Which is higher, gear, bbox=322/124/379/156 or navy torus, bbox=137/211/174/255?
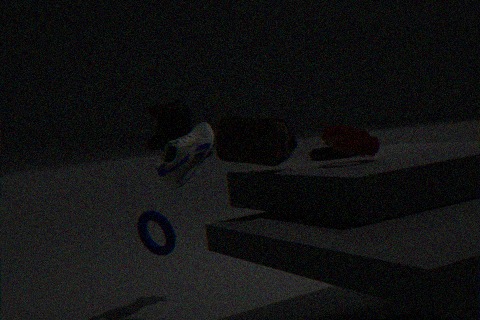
gear, bbox=322/124/379/156
